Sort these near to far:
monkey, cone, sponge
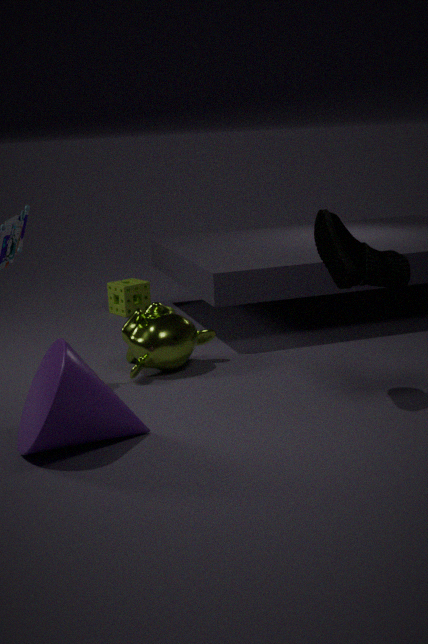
cone, monkey, sponge
